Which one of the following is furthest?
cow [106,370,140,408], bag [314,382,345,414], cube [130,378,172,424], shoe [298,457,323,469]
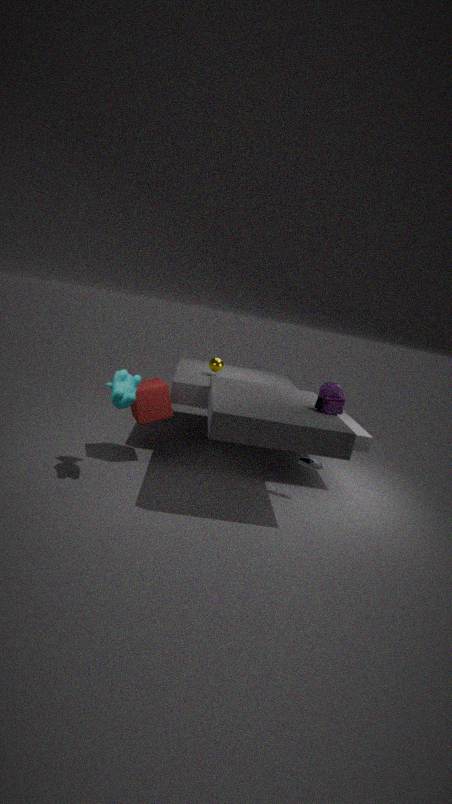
shoe [298,457,323,469]
